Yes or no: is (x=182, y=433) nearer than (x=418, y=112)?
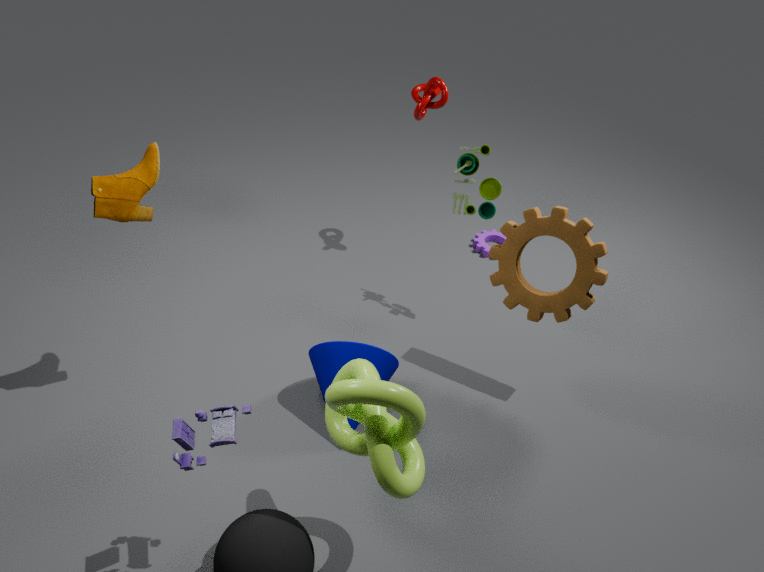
Yes
